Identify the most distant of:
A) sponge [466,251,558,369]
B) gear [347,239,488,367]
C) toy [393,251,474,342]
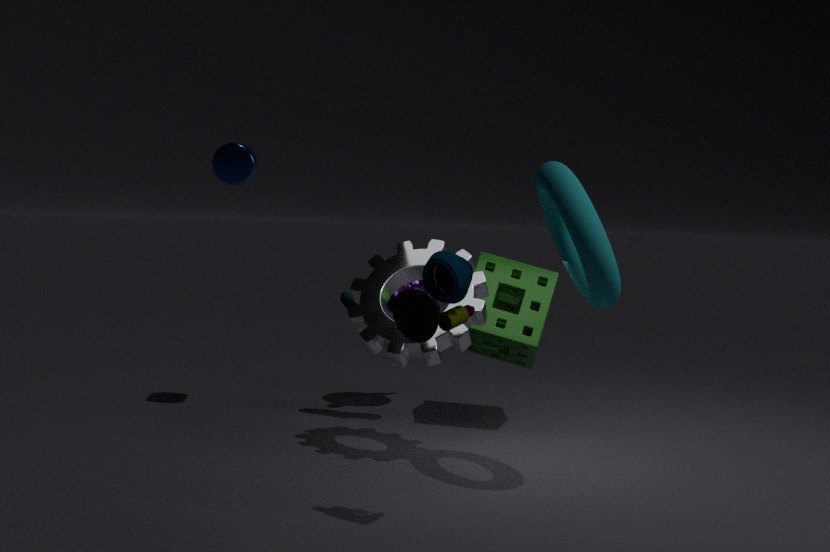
sponge [466,251,558,369]
